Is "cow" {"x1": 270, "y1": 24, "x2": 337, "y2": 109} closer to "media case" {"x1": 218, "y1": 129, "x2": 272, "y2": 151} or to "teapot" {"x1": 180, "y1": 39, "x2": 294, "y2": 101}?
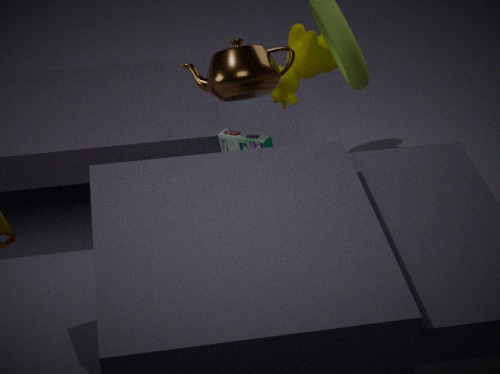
"teapot" {"x1": 180, "y1": 39, "x2": 294, "y2": 101}
